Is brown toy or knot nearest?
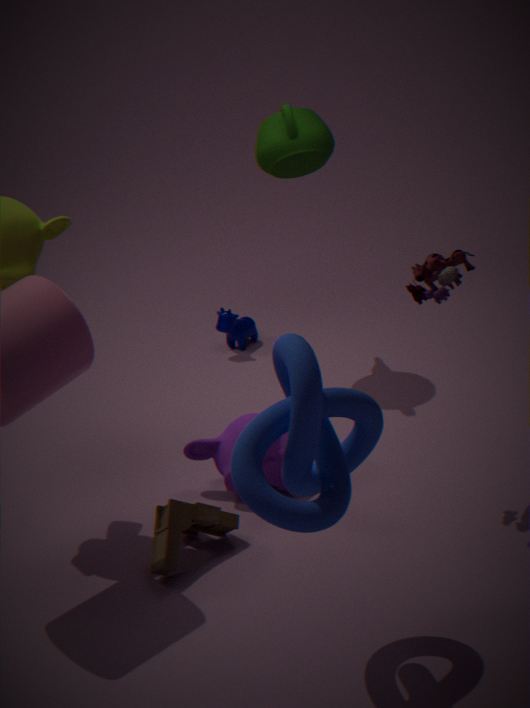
knot
